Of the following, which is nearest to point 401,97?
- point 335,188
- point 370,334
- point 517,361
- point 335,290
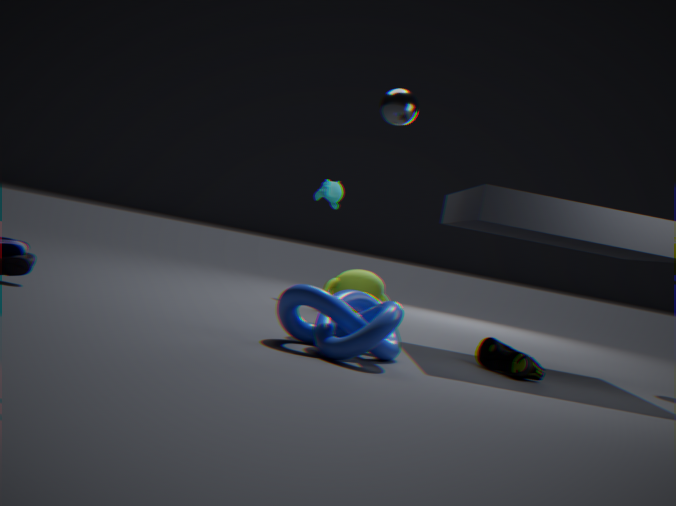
point 370,334
